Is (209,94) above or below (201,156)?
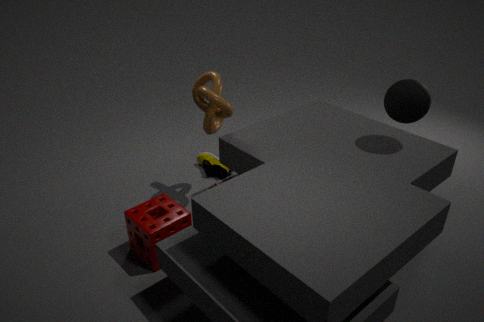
above
